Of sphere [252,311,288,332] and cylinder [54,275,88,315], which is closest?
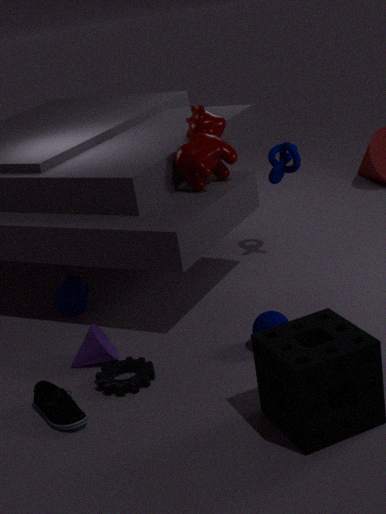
sphere [252,311,288,332]
